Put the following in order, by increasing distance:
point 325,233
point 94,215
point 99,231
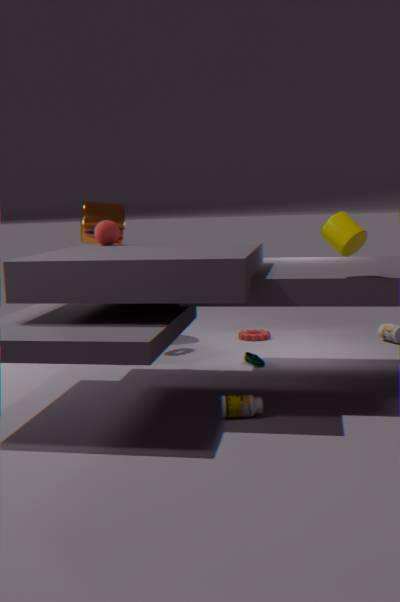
1. point 325,233
2. point 99,231
3. point 94,215
